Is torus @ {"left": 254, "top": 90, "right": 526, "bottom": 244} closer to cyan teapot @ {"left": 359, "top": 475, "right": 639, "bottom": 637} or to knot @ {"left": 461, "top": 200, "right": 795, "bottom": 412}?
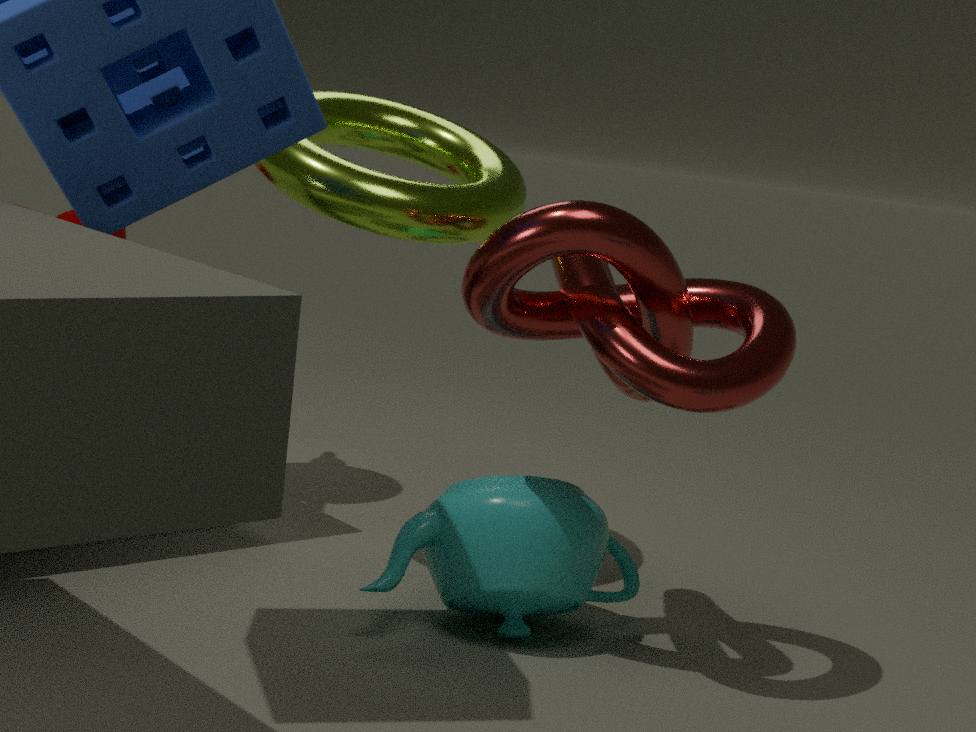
knot @ {"left": 461, "top": 200, "right": 795, "bottom": 412}
